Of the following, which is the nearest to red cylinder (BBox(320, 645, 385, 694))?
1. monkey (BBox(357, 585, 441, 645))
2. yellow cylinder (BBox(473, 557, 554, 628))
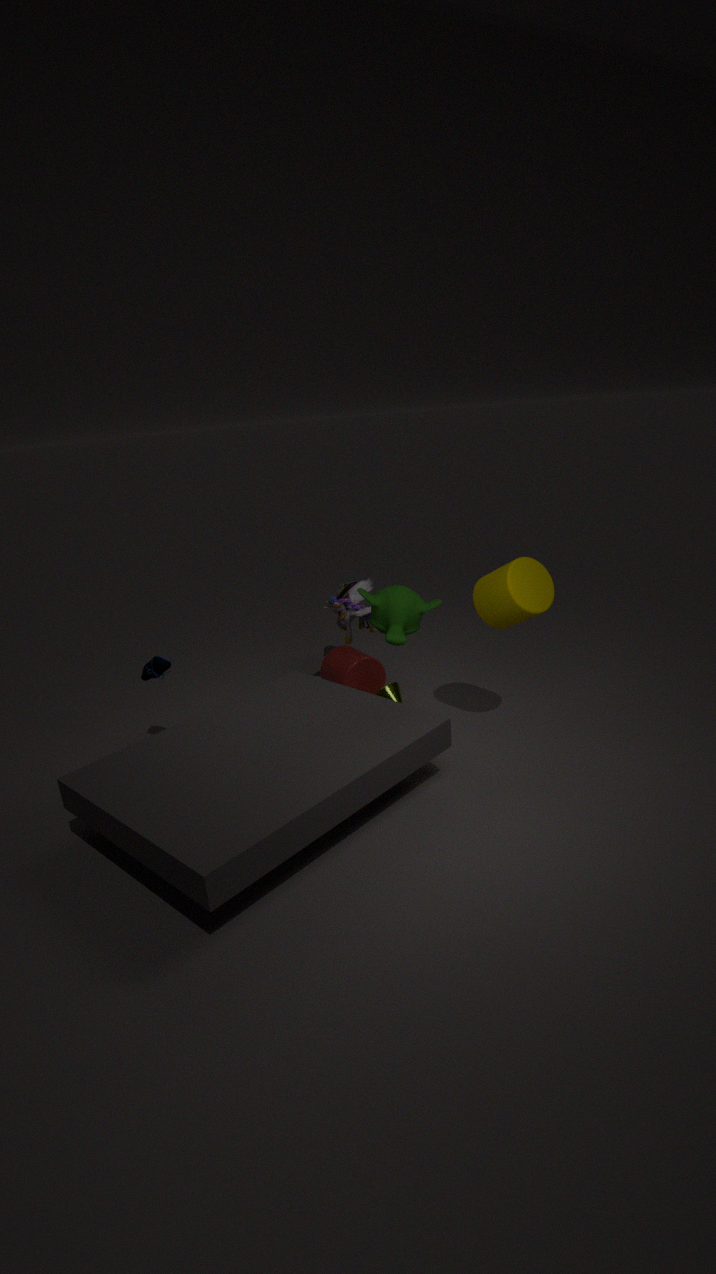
monkey (BBox(357, 585, 441, 645))
